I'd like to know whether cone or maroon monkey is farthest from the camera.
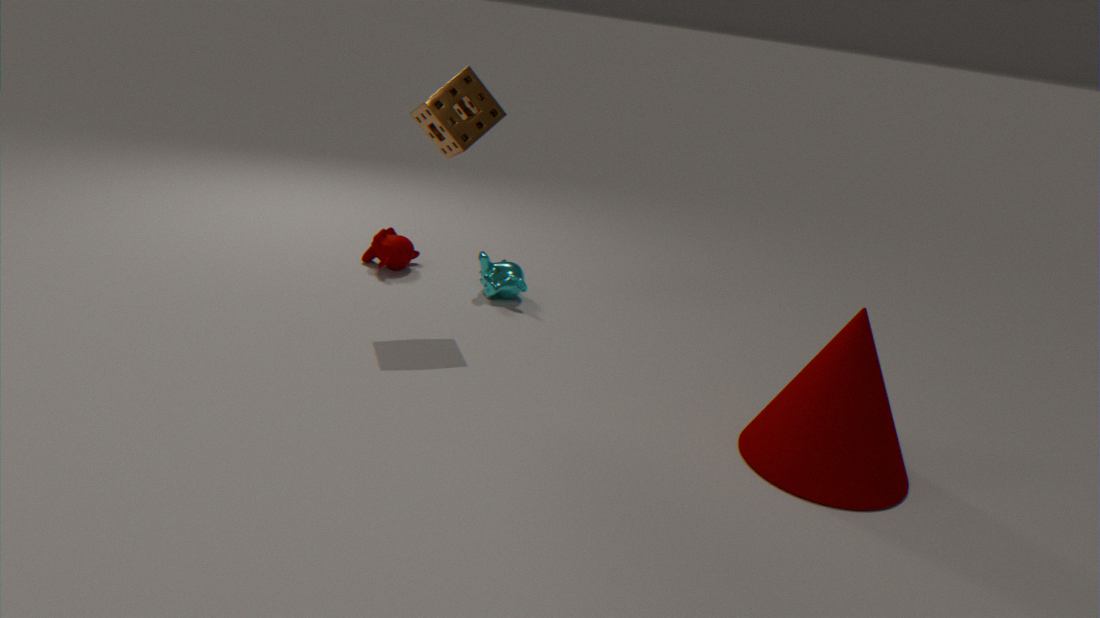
maroon monkey
